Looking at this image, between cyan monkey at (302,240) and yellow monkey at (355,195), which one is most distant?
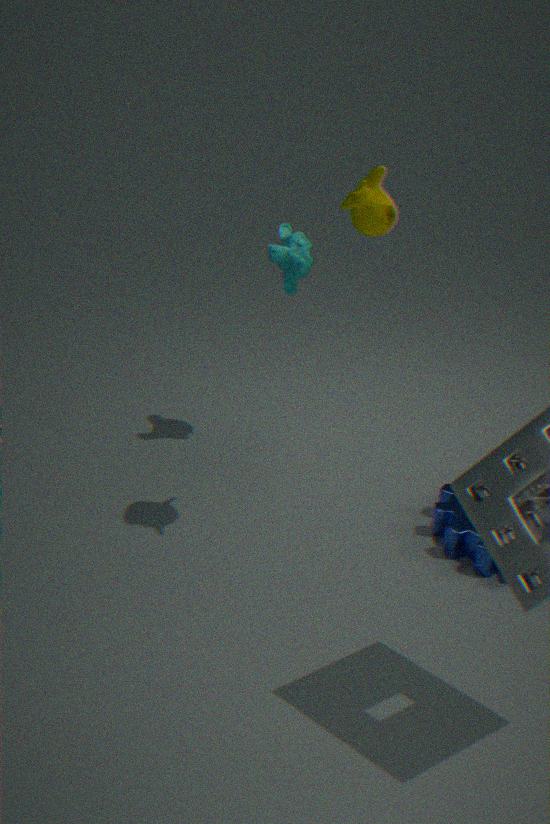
cyan monkey at (302,240)
